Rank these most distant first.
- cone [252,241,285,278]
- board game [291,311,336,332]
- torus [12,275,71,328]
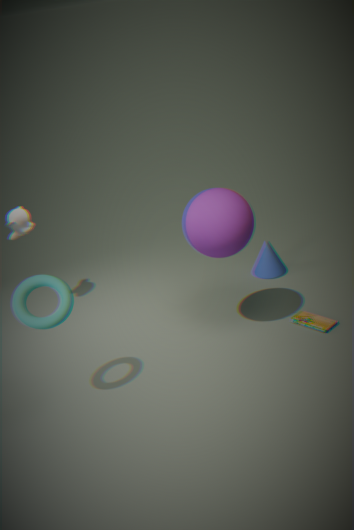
1. cone [252,241,285,278]
2. board game [291,311,336,332]
3. torus [12,275,71,328]
